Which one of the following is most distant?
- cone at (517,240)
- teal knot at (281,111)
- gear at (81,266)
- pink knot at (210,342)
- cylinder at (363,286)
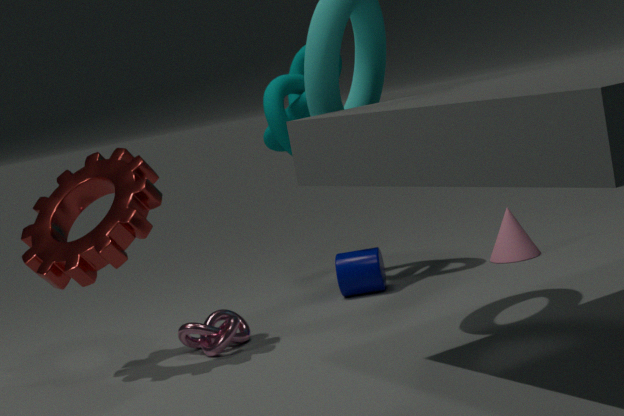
cone at (517,240)
